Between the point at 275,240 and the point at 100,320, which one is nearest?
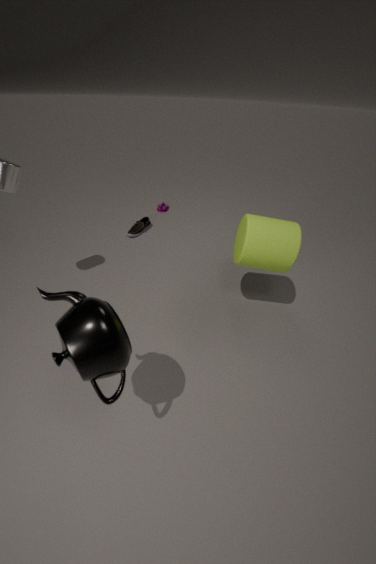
the point at 100,320
